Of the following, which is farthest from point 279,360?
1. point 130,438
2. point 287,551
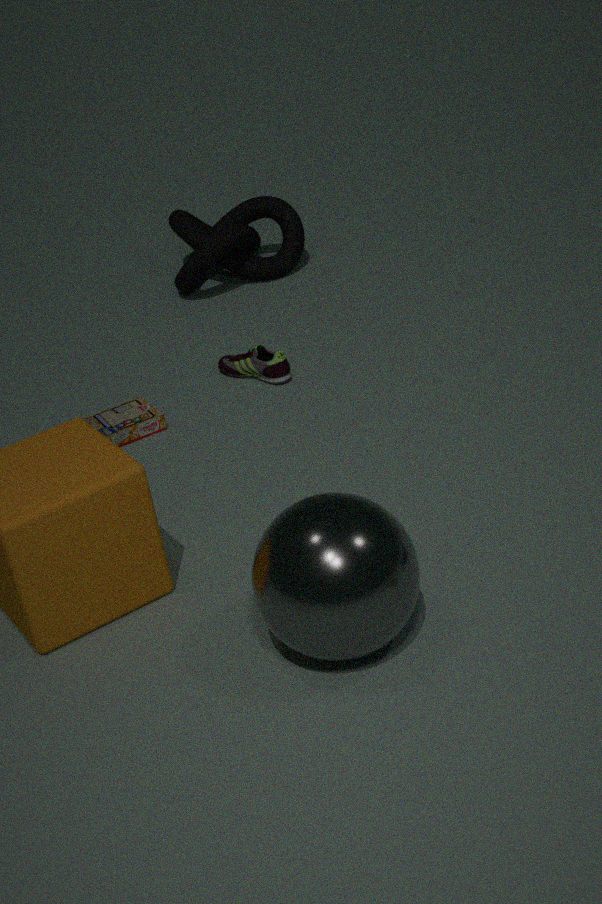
point 287,551
